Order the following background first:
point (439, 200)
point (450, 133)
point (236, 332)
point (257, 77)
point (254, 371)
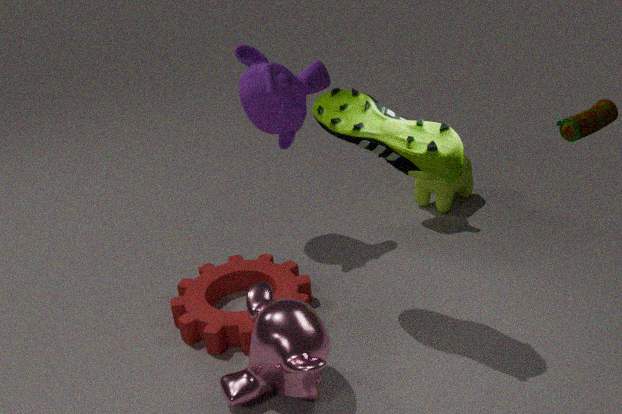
point (439, 200) < point (257, 77) < point (236, 332) < point (254, 371) < point (450, 133)
